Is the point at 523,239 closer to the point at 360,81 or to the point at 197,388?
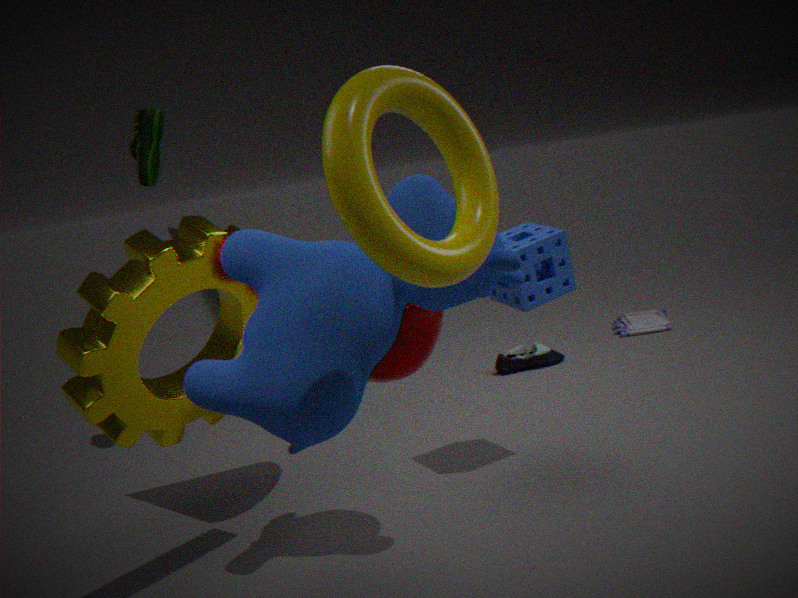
the point at 197,388
